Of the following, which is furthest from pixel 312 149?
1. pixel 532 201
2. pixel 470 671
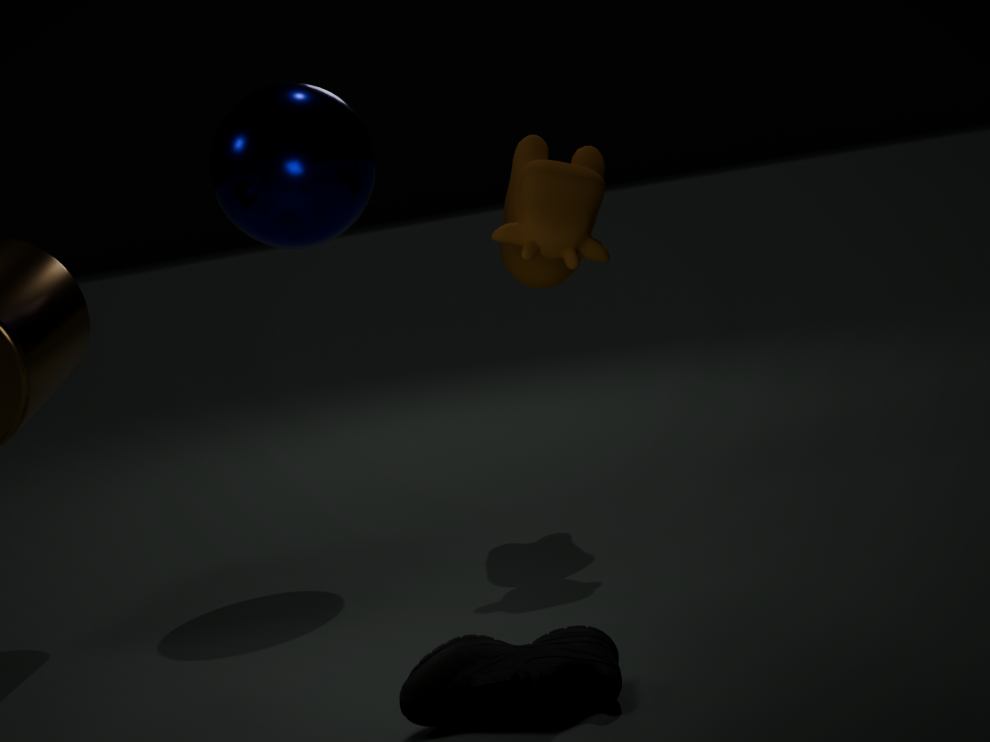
pixel 470 671
